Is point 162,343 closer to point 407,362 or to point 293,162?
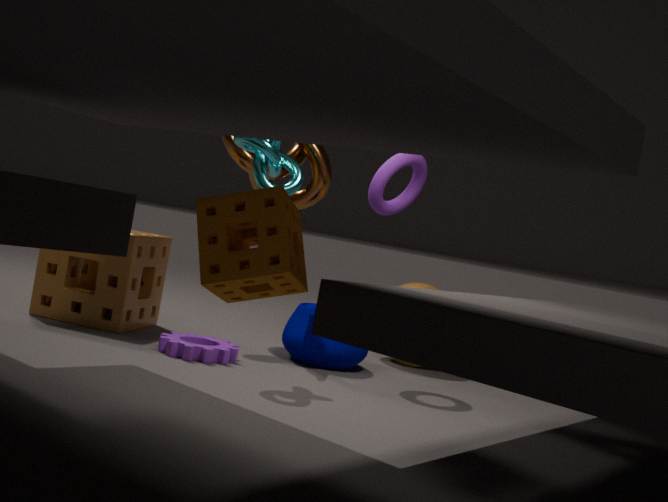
point 293,162
